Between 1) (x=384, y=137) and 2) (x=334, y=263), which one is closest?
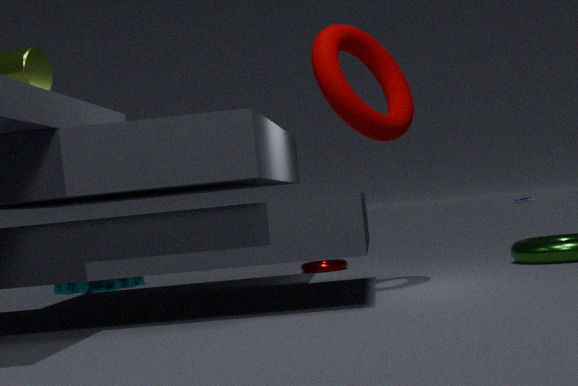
1. (x=384, y=137)
